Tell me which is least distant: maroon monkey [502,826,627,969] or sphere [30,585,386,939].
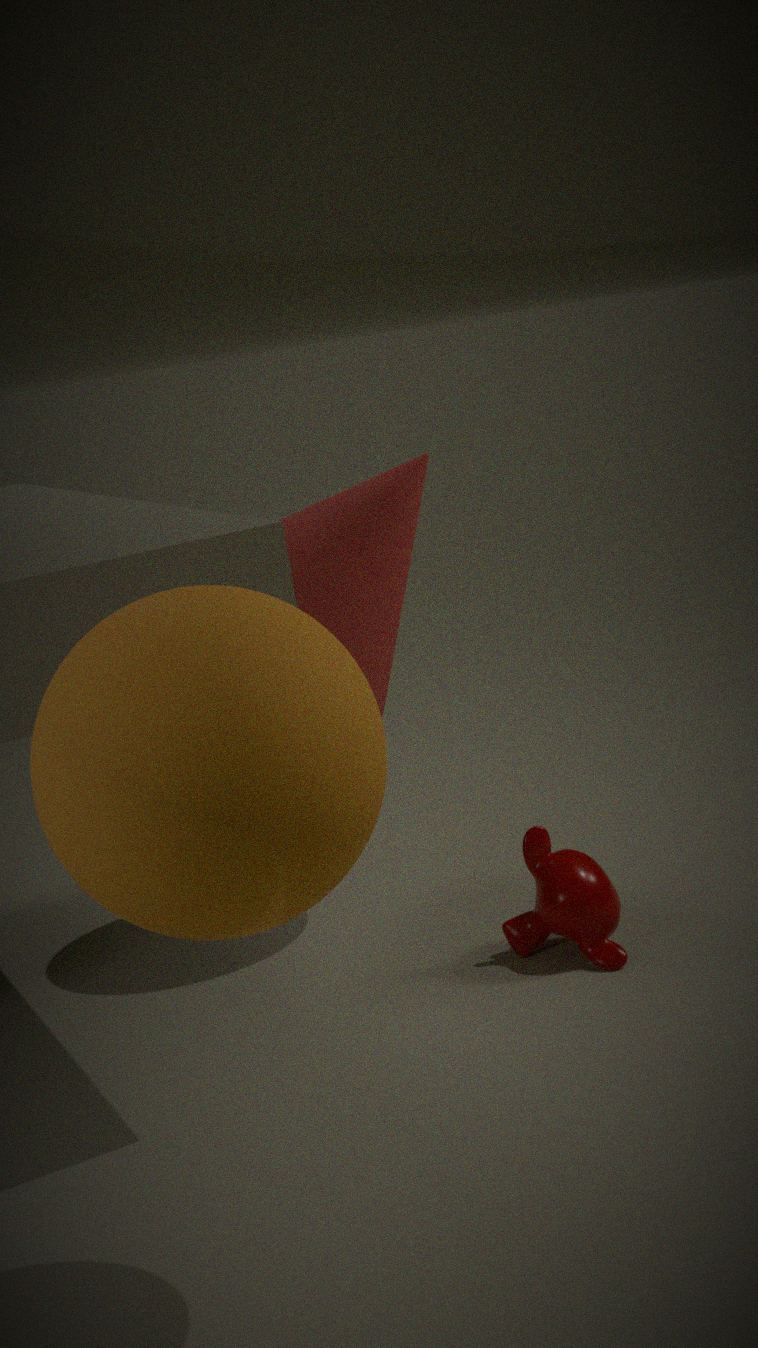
sphere [30,585,386,939]
